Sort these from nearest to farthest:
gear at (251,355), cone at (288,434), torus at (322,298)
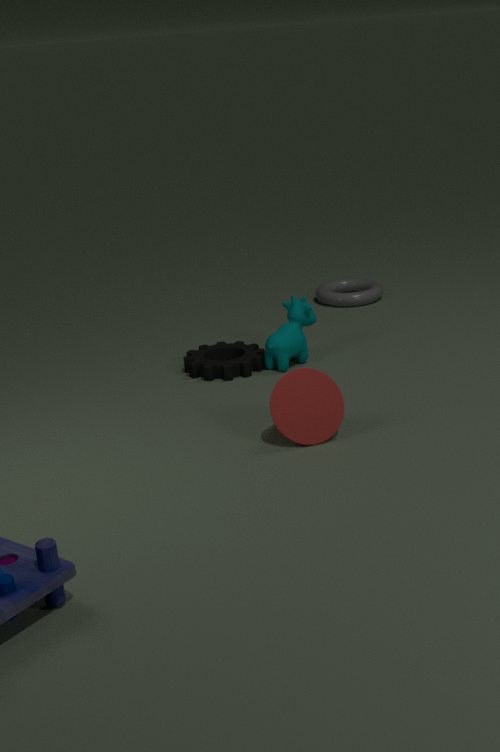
cone at (288,434), gear at (251,355), torus at (322,298)
